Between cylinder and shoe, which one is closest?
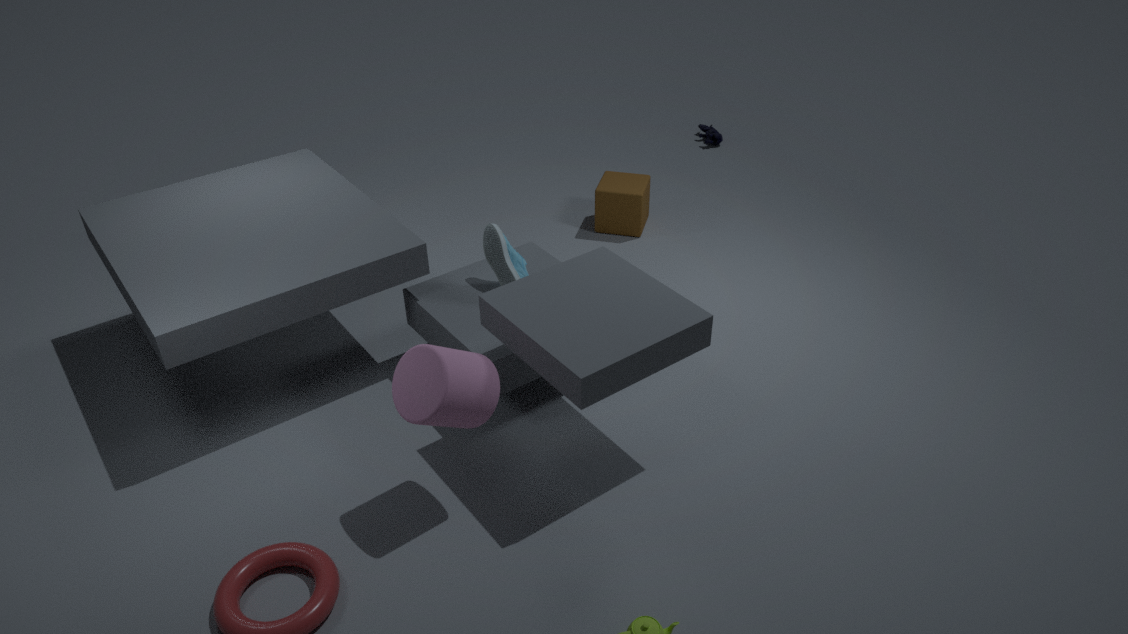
cylinder
